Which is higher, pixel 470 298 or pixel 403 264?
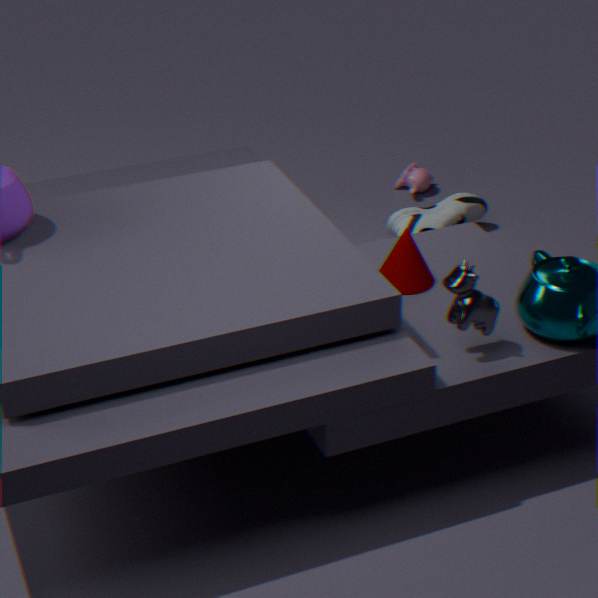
pixel 470 298
